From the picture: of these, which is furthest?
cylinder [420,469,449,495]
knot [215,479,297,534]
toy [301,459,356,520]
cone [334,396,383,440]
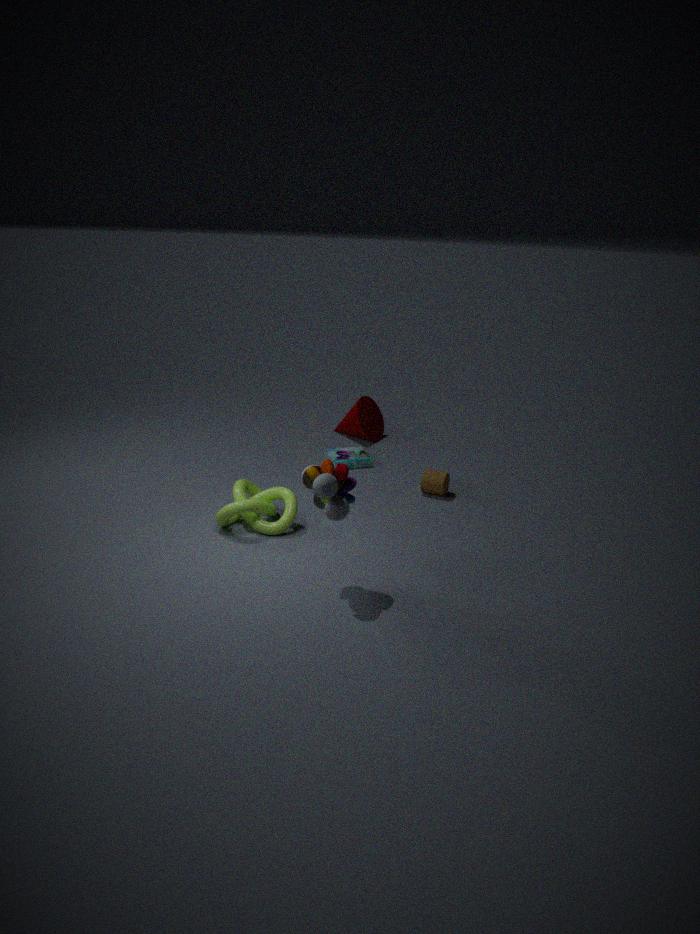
cone [334,396,383,440]
